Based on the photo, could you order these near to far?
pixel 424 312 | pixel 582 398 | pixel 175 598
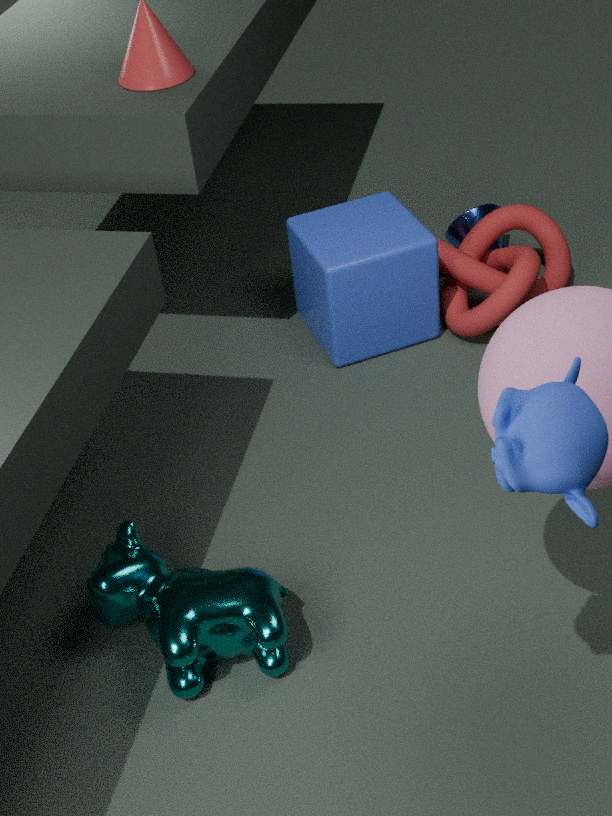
1. pixel 582 398
2. pixel 175 598
3. pixel 424 312
